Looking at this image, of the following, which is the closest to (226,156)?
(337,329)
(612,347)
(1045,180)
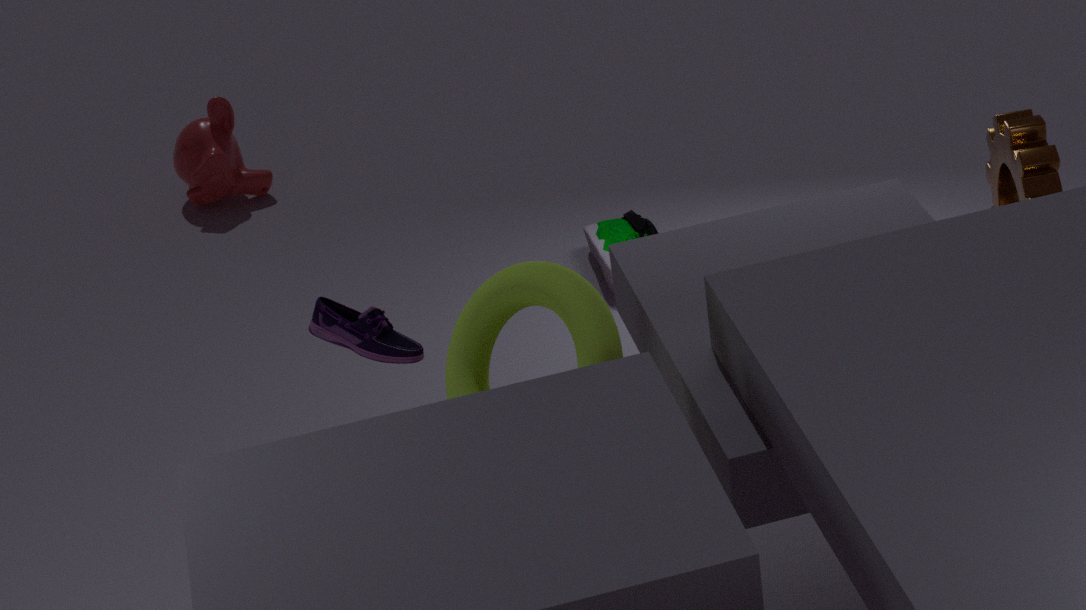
(337,329)
